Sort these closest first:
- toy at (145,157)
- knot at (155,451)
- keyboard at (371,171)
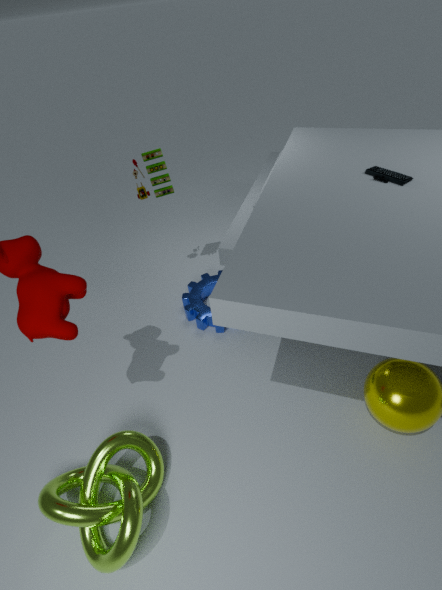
knot at (155,451), keyboard at (371,171), toy at (145,157)
